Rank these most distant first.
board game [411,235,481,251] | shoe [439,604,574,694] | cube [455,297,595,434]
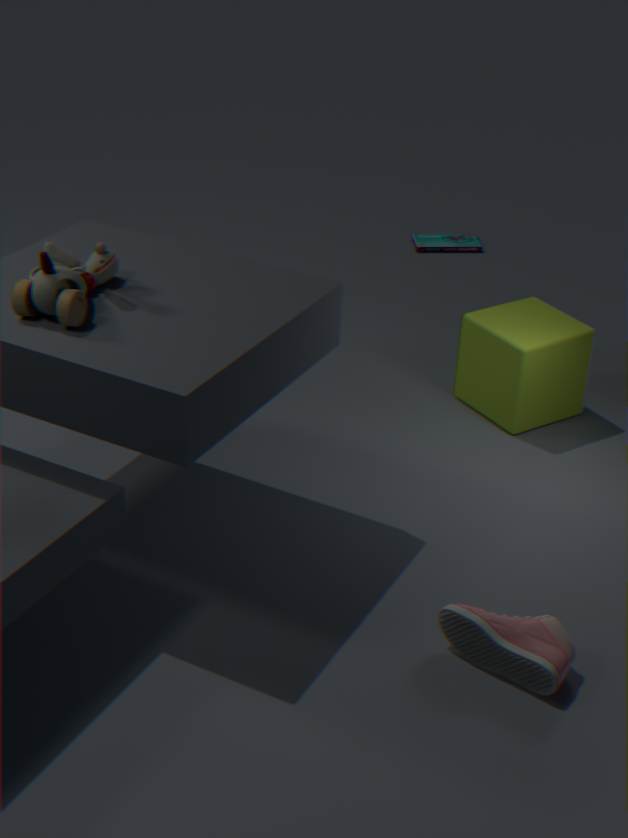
board game [411,235,481,251] → cube [455,297,595,434] → shoe [439,604,574,694]
